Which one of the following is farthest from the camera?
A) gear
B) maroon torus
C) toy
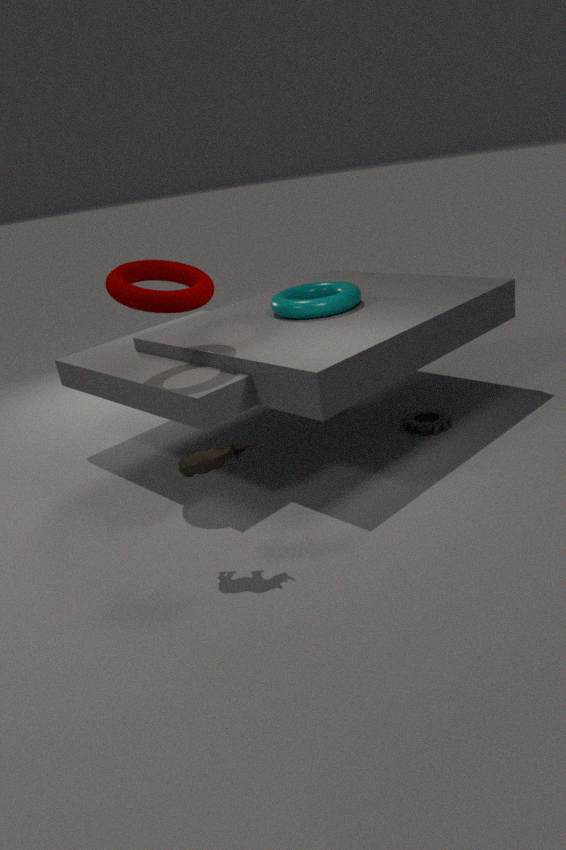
gear
